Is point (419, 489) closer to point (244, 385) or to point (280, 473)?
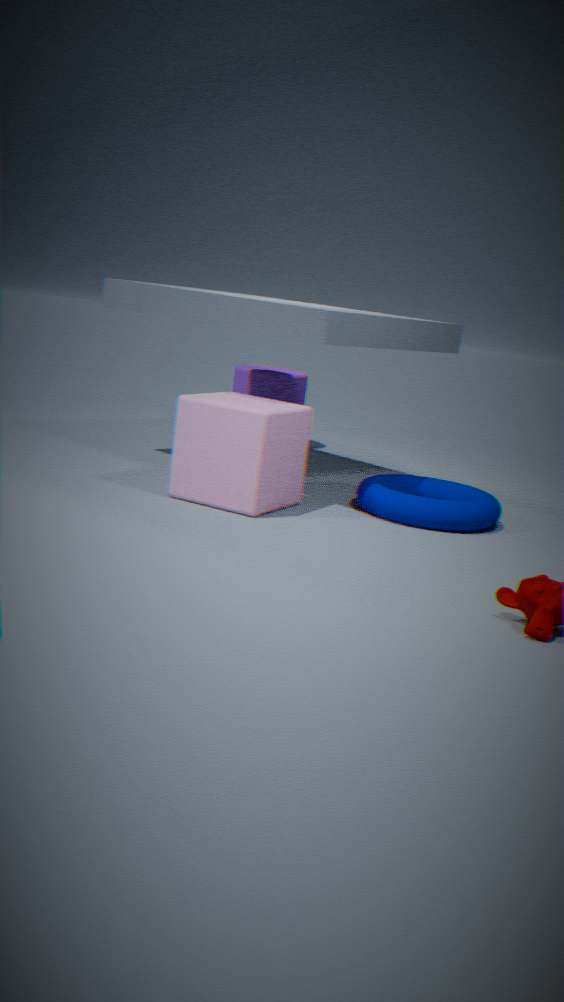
point (280, 473)
